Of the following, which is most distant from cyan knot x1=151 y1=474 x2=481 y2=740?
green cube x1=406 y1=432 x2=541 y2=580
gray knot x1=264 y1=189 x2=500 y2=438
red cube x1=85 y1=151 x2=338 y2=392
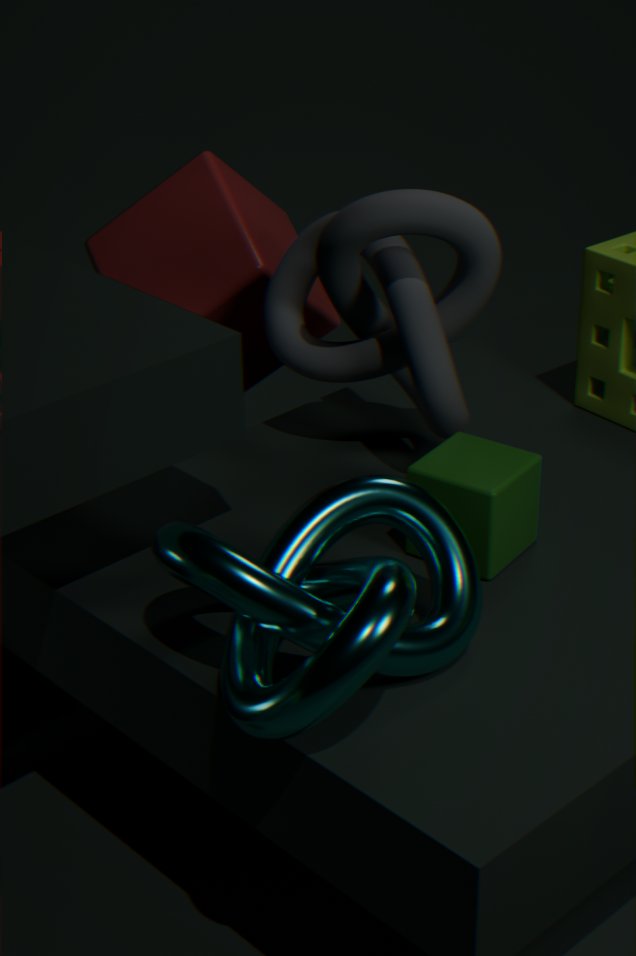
red cube x1=85 y1=151 x2=338 y2=392
